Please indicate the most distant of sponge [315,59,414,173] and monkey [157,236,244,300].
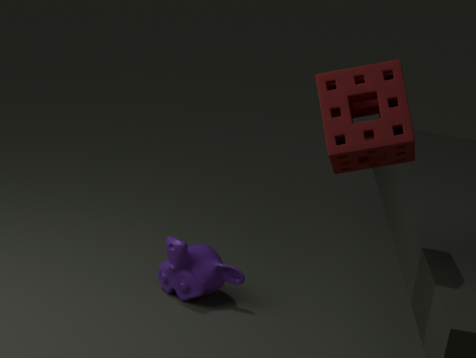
monkey [157,236,244,300]
